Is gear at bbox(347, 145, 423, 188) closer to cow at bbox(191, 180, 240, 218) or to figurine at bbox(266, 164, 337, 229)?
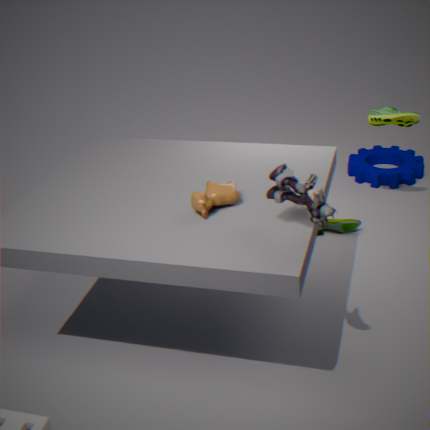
cow at bbox(191, 180, 240, 218)
